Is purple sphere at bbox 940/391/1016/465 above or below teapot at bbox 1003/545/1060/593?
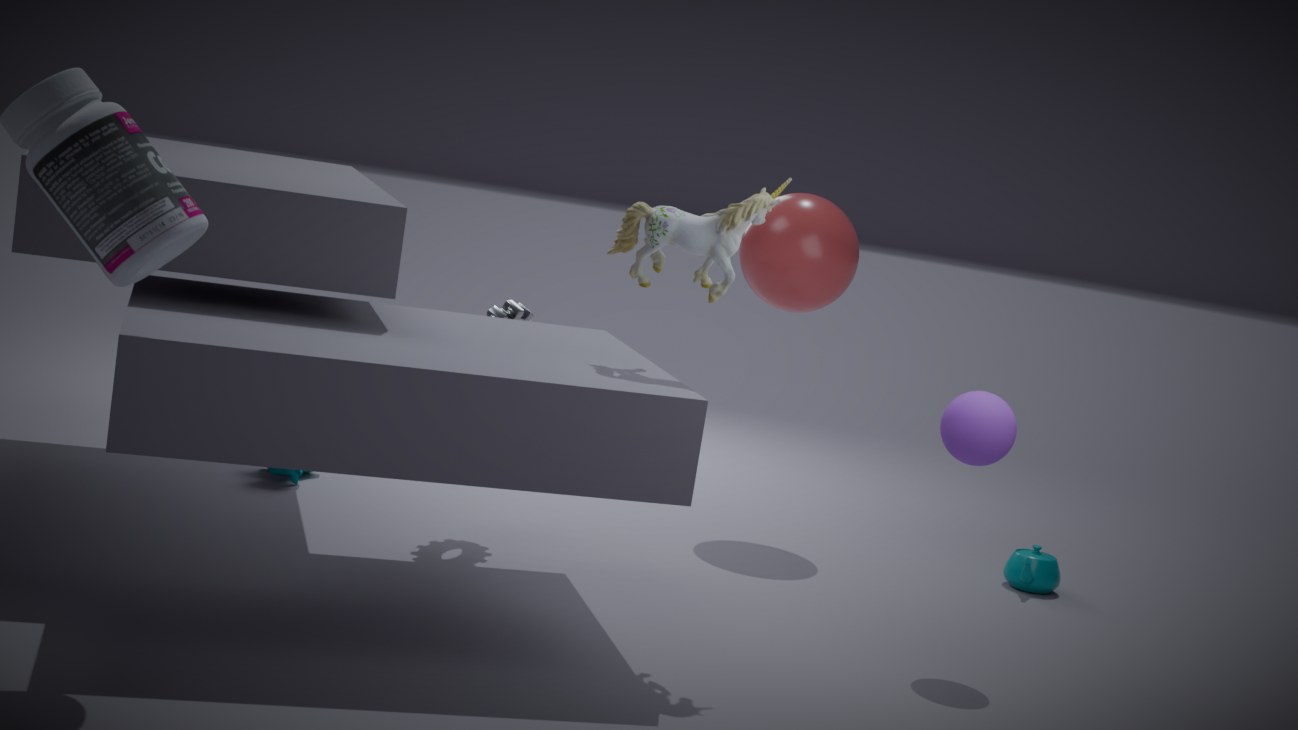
above
